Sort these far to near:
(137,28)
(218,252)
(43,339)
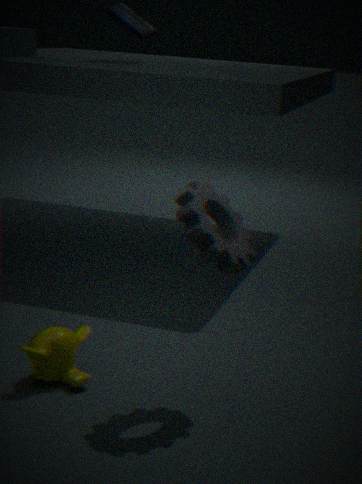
(137,28)
(43,339)
(218,252)
